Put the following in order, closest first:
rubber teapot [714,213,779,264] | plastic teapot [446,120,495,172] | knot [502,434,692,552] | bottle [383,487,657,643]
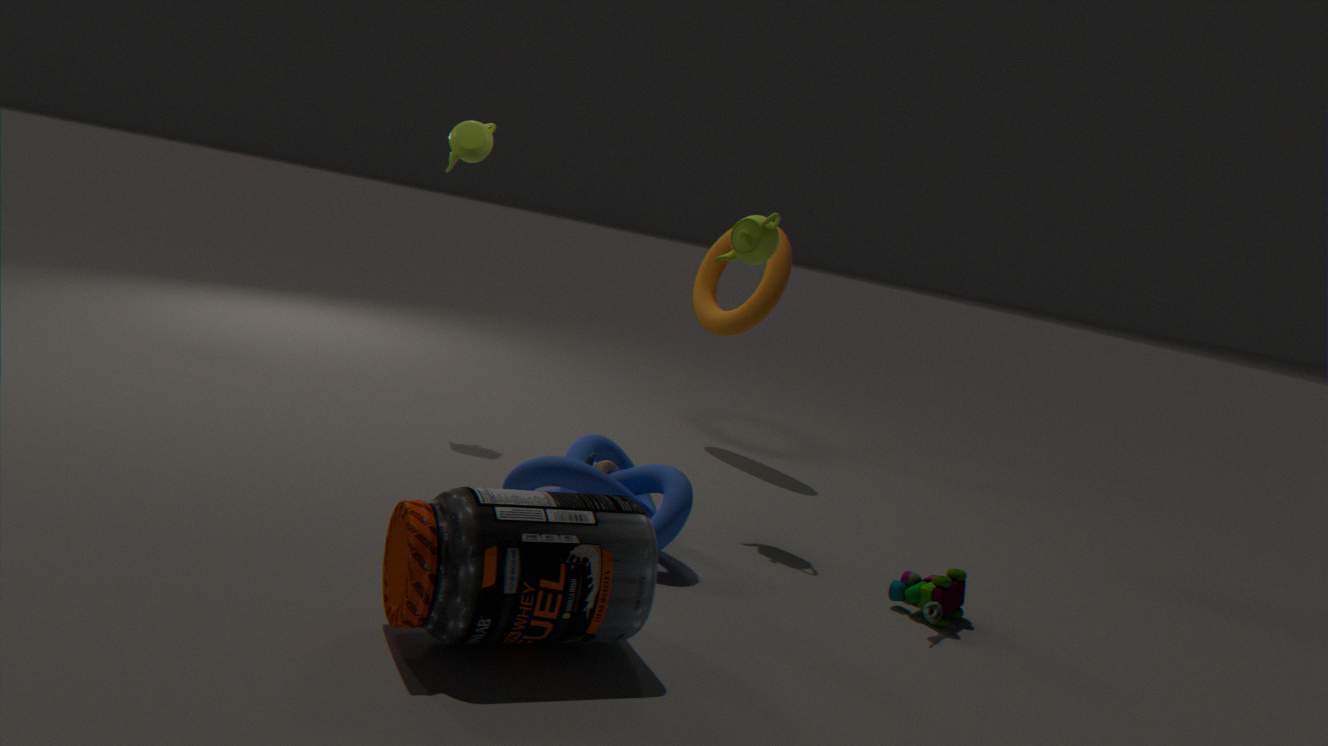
bottle [383,487,657,643], knot [502,434,692,552], rubber teapot [714,213,779,264], plastic teapot [446,120,495,172]
